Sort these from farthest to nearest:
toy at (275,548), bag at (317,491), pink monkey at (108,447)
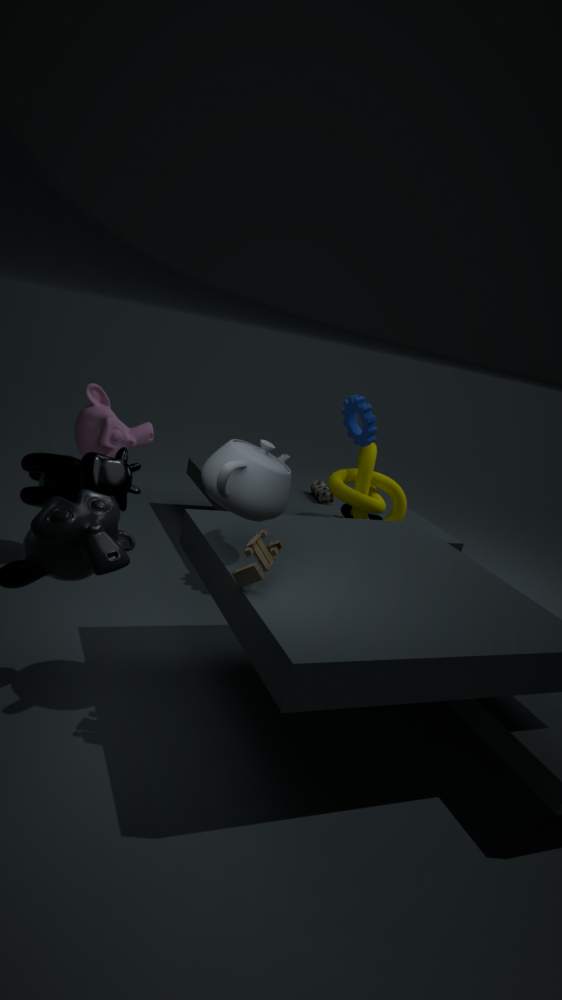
1. bag at (317,491)
2. pink monkey at (108,447)
3. toy at (275,548)
